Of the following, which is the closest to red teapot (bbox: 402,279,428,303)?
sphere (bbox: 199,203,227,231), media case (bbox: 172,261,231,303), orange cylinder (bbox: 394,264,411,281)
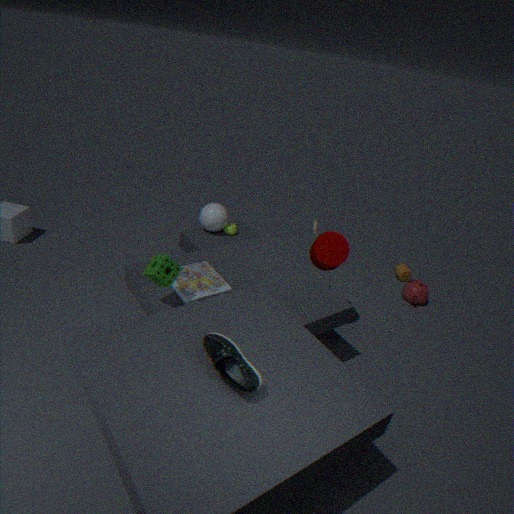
orange cylinder (bbox: 394,264,411,281)
